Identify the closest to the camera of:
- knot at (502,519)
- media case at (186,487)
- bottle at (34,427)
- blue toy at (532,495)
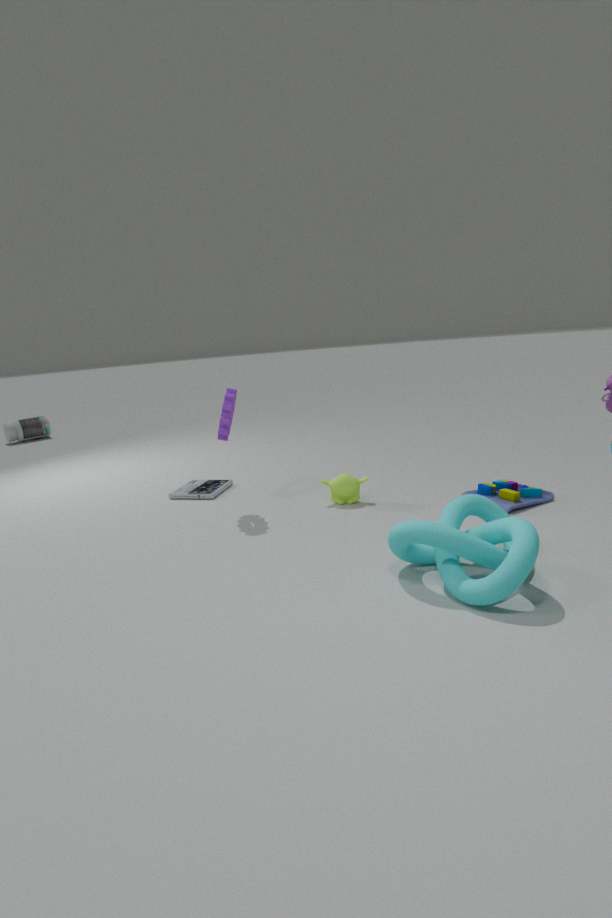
knot at (502,519)
